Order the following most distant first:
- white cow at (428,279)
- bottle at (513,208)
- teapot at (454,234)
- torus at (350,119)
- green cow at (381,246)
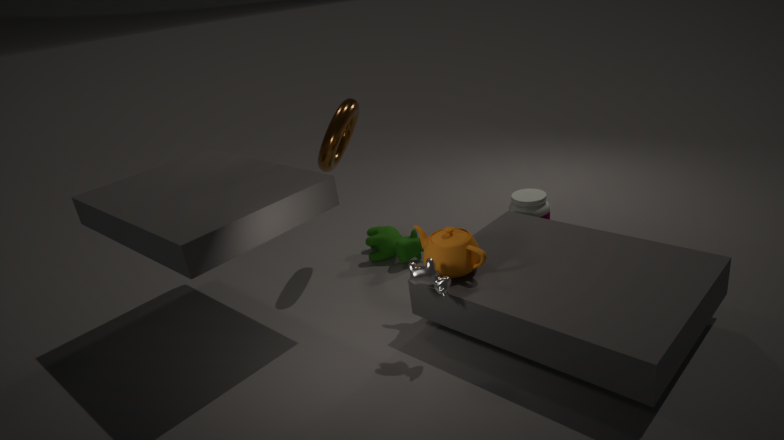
green cow at (381,246) < bottle at (513,208) < torus at (350,119) < teapot at (454,234) < white cow at (428,279)
